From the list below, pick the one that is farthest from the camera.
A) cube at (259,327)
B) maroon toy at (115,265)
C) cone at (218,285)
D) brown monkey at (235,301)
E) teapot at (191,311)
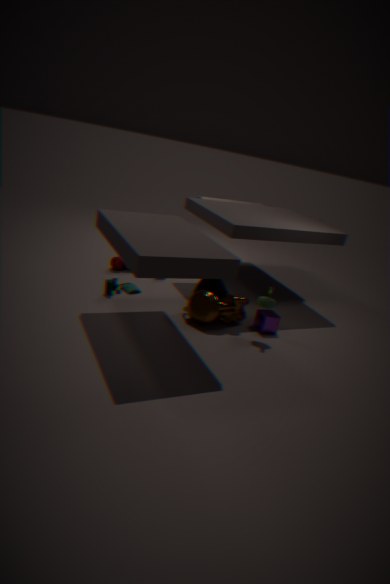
maroon toy at (115,265)
